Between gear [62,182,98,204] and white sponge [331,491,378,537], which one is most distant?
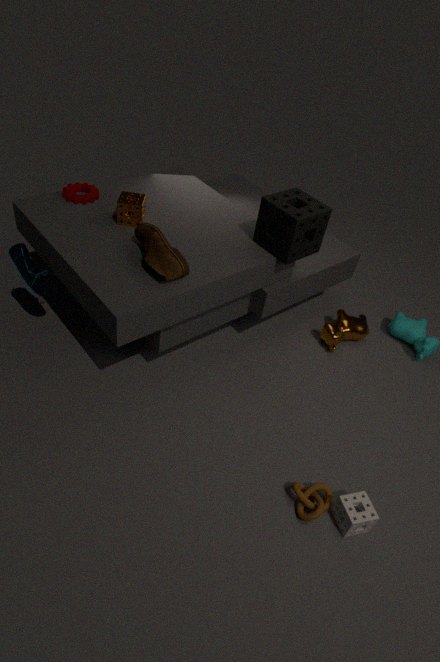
gear [62,182,98,204]
